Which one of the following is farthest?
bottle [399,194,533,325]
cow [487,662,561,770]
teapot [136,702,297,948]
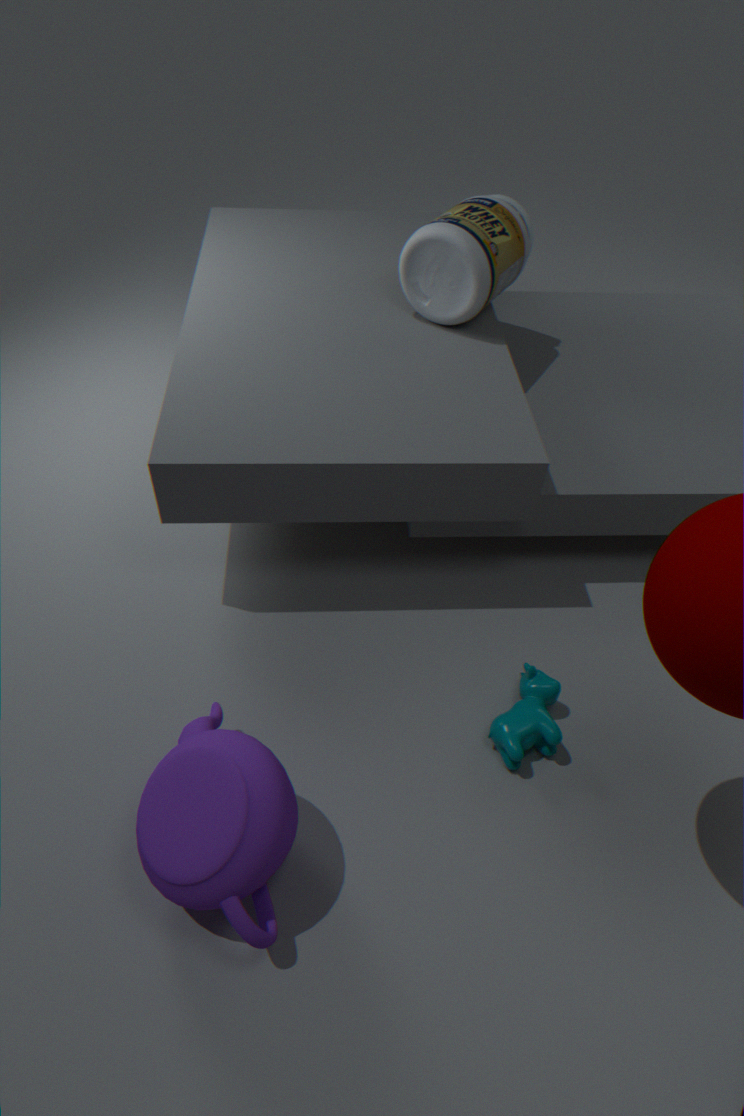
bottle [399,194,533,325]
